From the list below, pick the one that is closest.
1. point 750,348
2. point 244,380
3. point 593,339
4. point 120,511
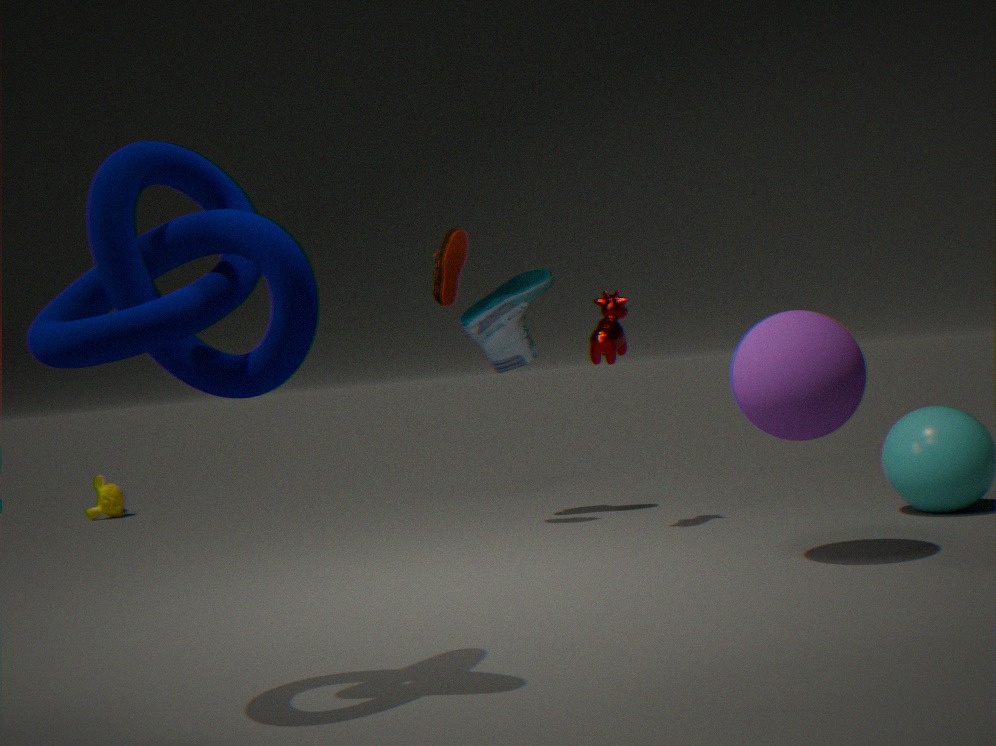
point 244,380
